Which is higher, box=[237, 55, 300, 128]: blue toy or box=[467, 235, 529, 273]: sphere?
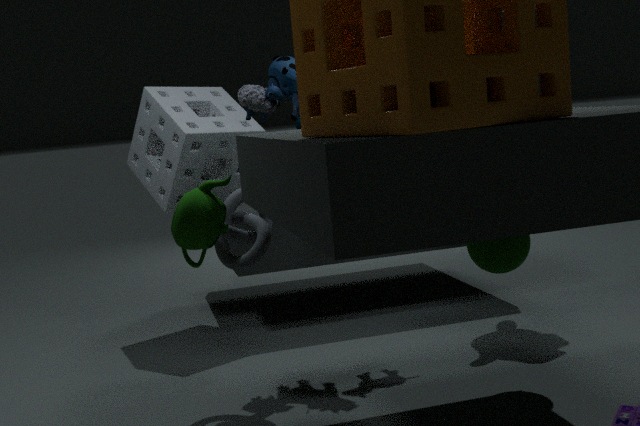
box=[237, 55, 300, 128]: blue toy
